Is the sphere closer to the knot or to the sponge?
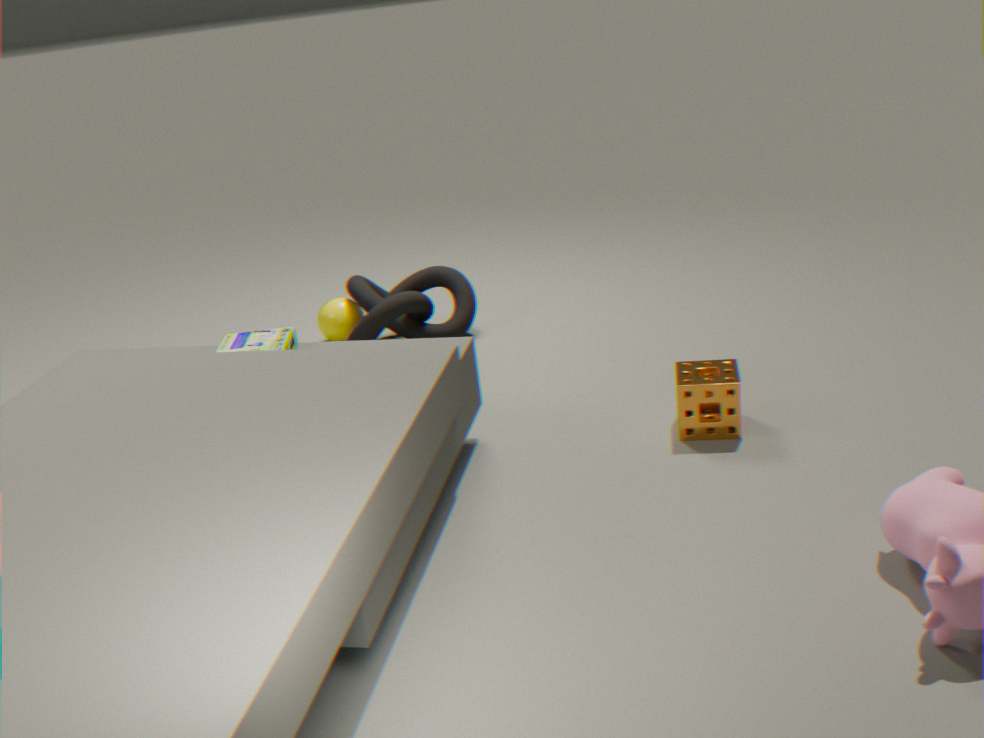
the knot
